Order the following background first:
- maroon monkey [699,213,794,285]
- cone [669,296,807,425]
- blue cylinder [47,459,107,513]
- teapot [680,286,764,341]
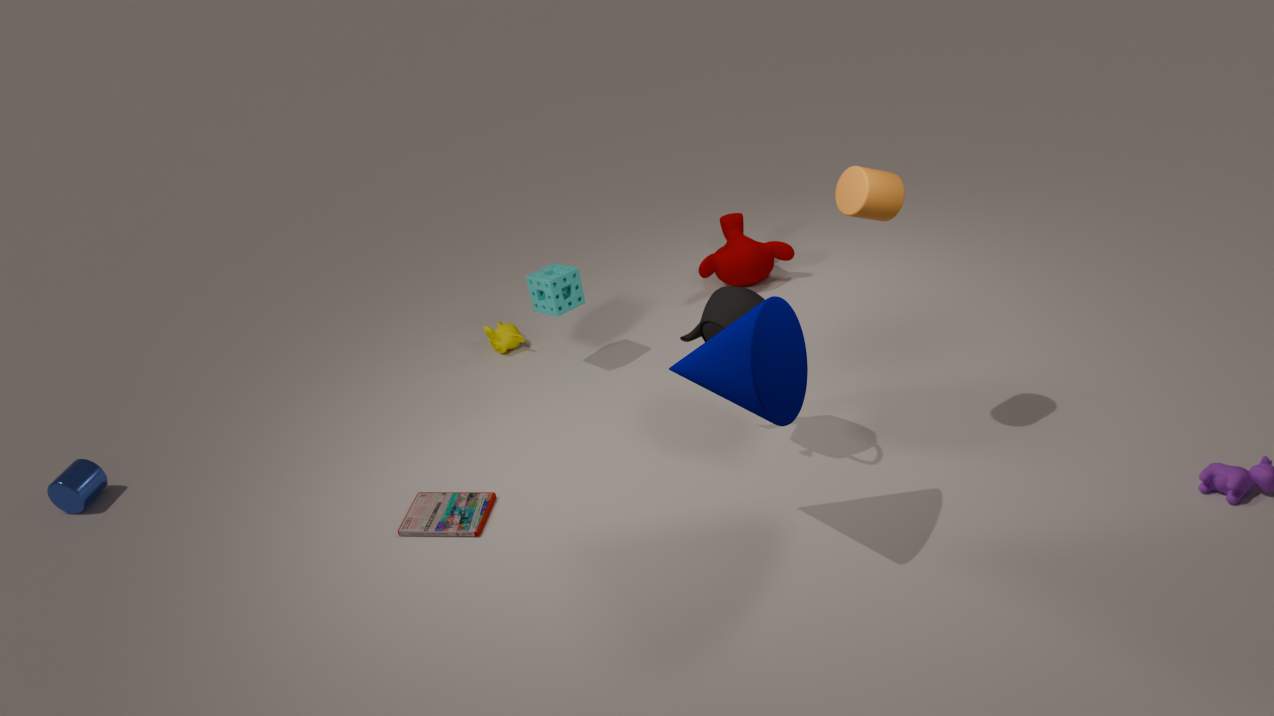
1. maroon monkey [699,213,794,285]
2. blue cylinder [47,459,107,513]
3. teapot [680,286,764,341]
4. cone [669,296,807,425]
